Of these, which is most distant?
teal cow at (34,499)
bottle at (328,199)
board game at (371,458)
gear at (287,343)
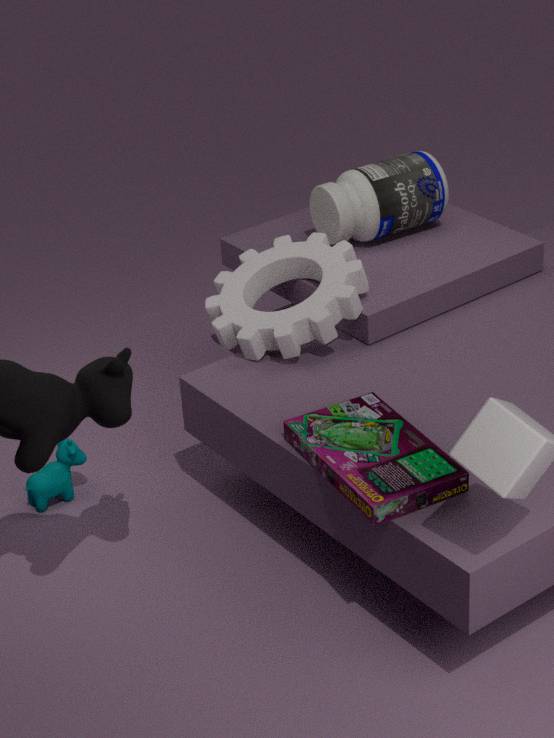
bottle at (328,199)
